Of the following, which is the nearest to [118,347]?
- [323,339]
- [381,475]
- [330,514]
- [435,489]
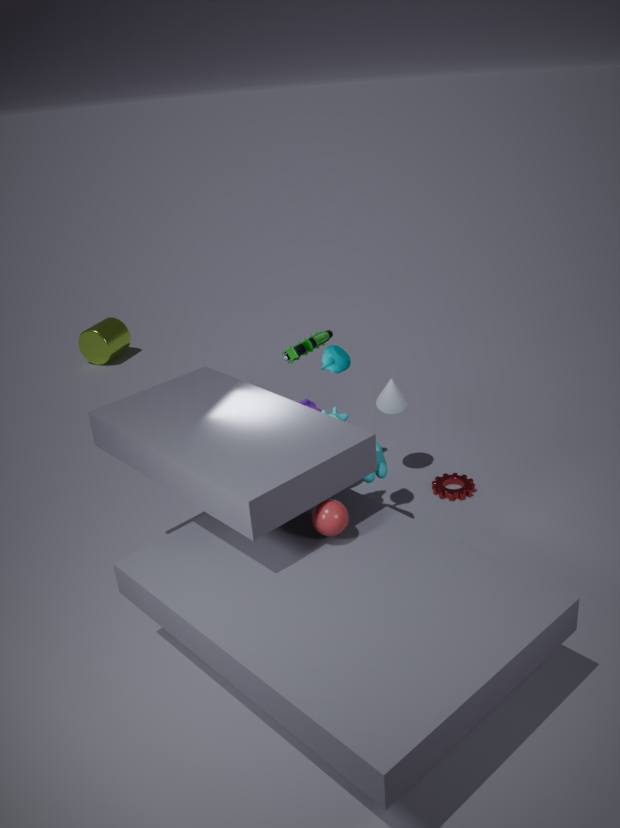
[323,339]
